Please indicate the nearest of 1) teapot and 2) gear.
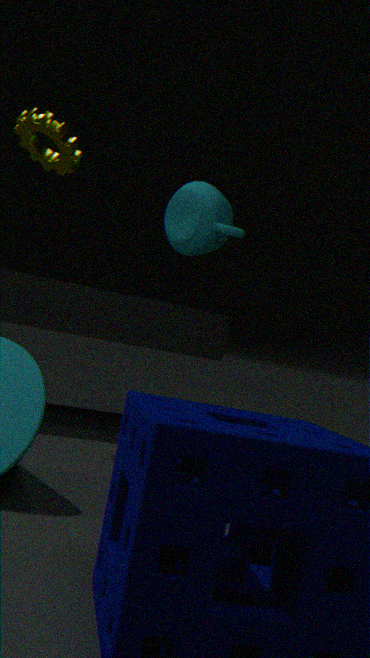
2. gear
